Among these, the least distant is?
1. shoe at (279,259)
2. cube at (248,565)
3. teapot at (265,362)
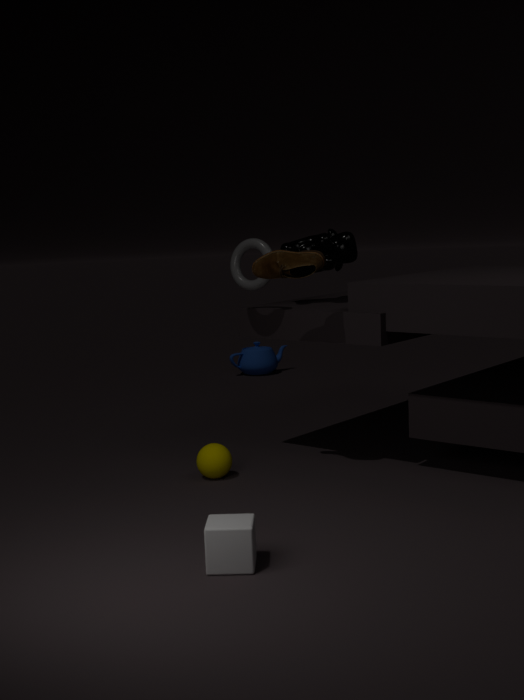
cube at (248,565)
